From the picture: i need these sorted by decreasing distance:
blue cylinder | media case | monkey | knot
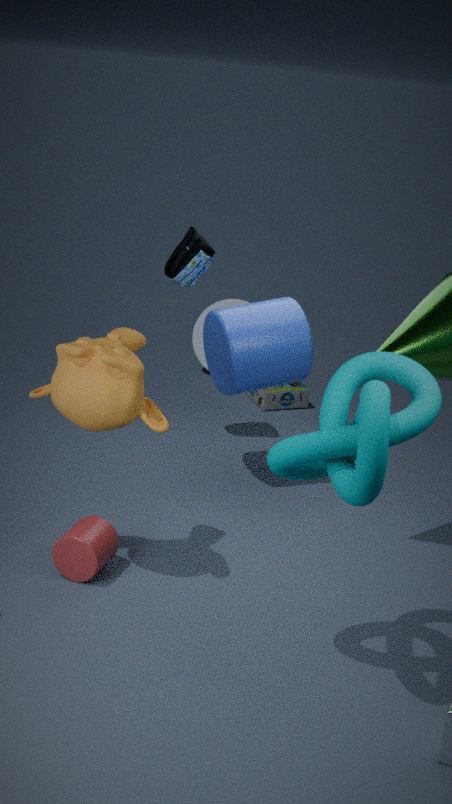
1. media case
2. blue cylinder
3. monkey
4. knot
